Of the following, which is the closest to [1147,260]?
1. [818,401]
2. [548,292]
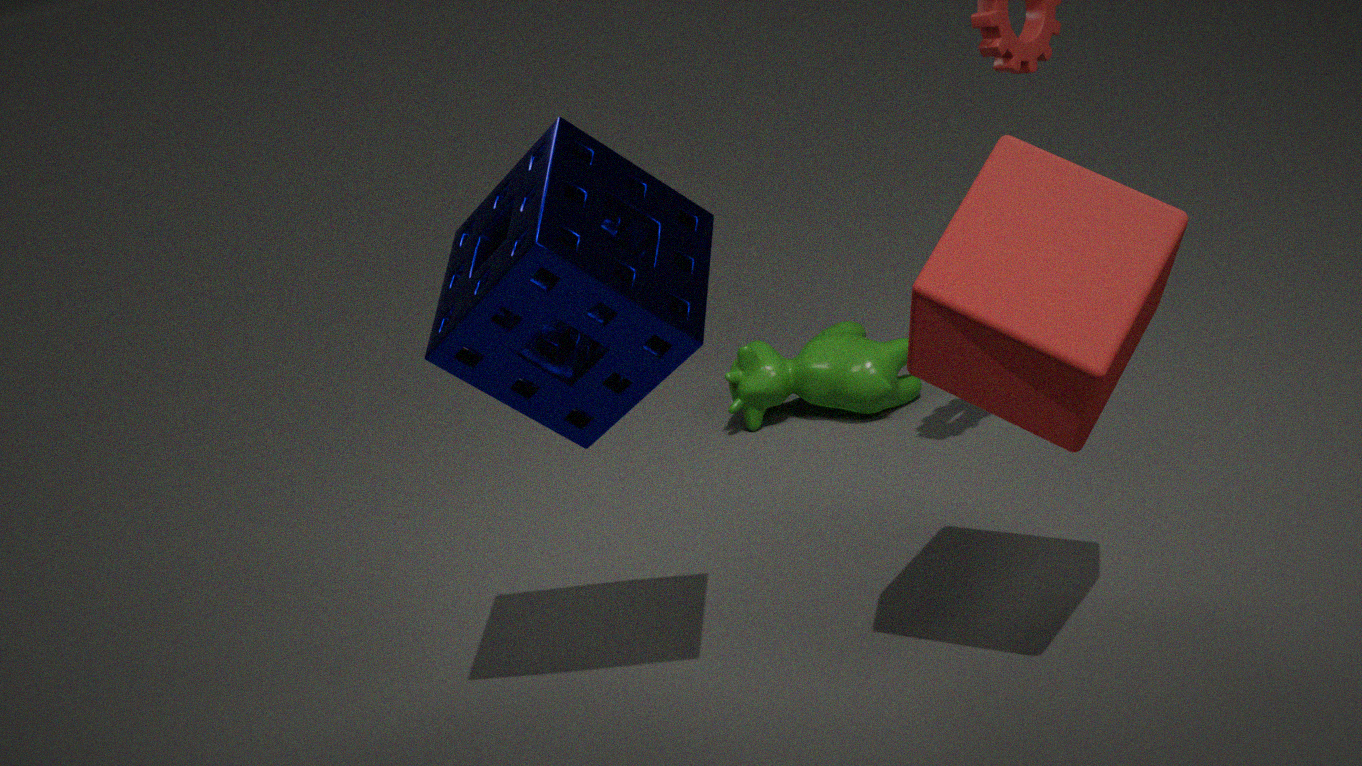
[548,292]
